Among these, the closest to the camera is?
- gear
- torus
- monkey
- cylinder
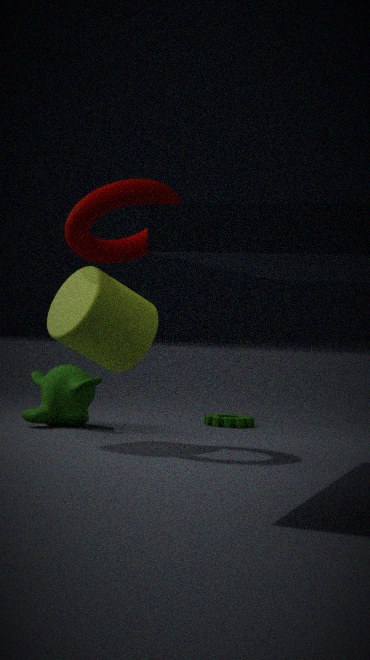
torus
